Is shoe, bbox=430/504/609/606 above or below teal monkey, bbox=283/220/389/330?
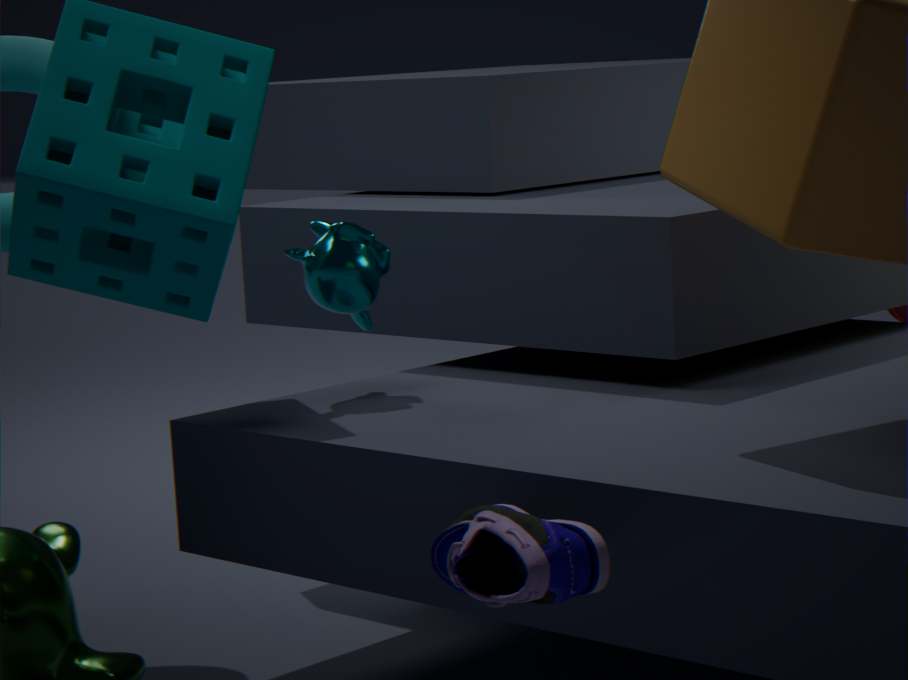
below
